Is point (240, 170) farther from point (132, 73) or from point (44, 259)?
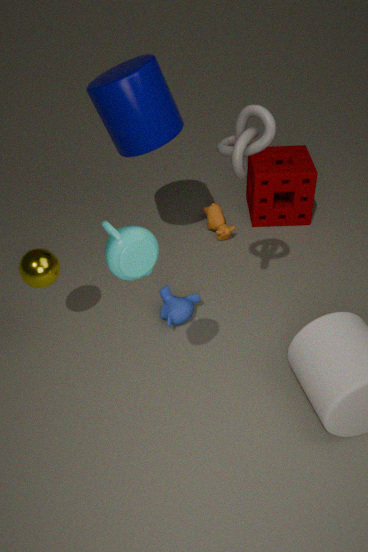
point (44, 259)
